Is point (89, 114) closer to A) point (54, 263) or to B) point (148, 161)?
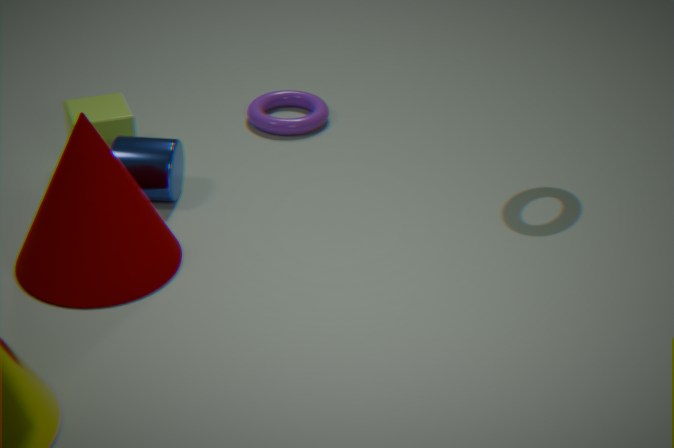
B) point (148, 161)
